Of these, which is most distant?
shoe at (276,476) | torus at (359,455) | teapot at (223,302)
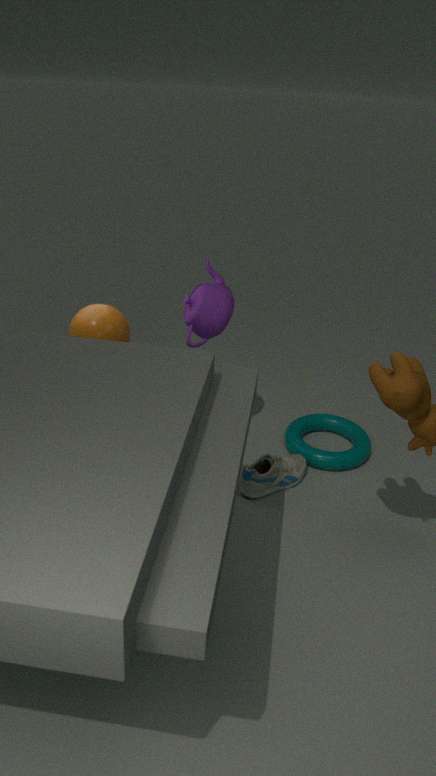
torus at (359,455)
